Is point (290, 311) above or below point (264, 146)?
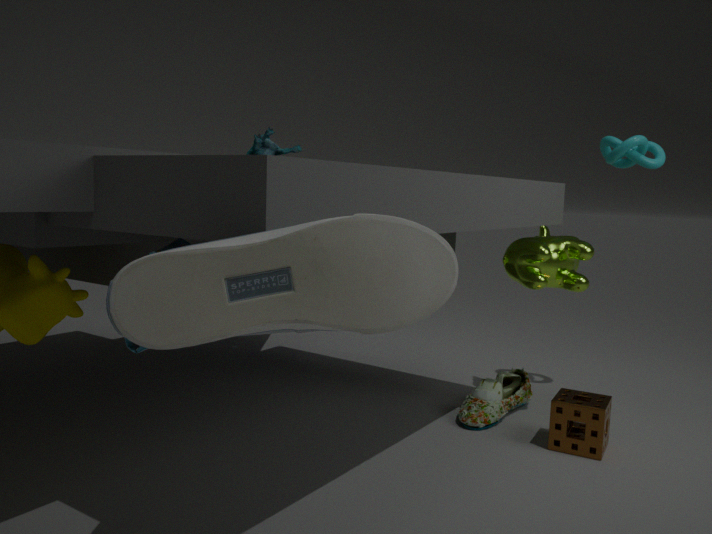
below
